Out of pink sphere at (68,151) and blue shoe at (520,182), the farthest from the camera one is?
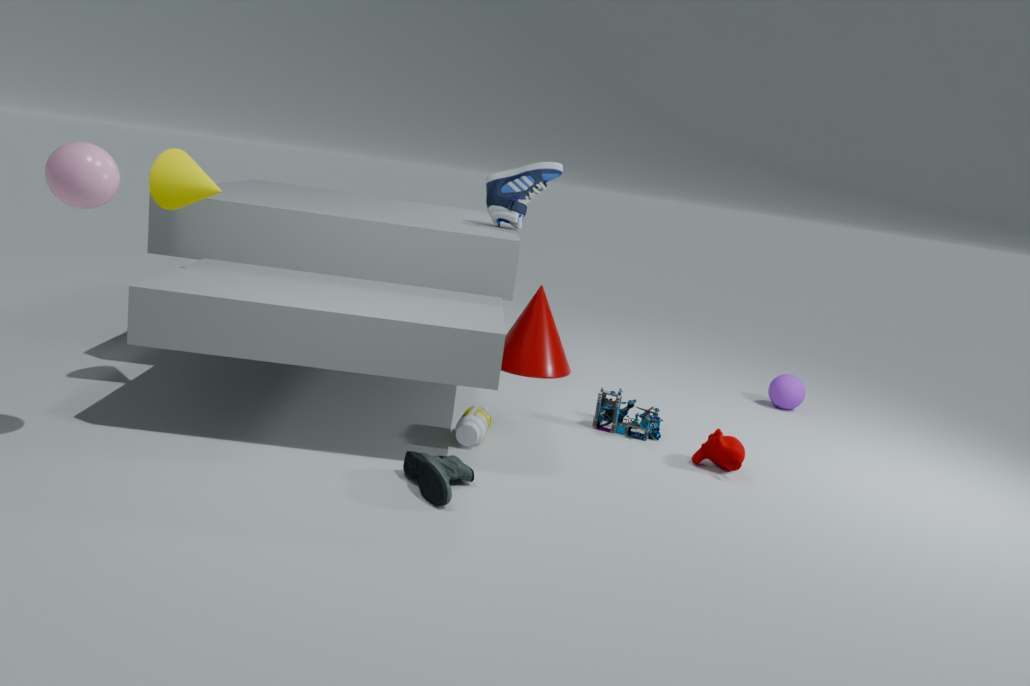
blue shoe at (520,182)
